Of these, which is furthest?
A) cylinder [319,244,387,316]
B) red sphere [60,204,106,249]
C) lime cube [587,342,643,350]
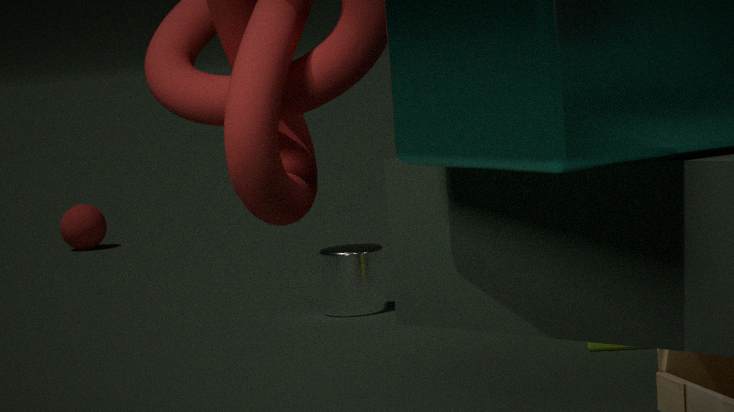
red sphere [60,204,106,249]
